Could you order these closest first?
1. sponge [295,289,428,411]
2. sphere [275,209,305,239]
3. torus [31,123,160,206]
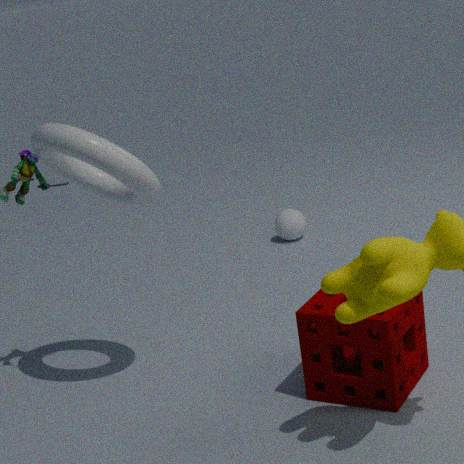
1. sponge [295,289,428,411]
2. torus [31,123,160,206]
3. sphere [275,209,305,239]
